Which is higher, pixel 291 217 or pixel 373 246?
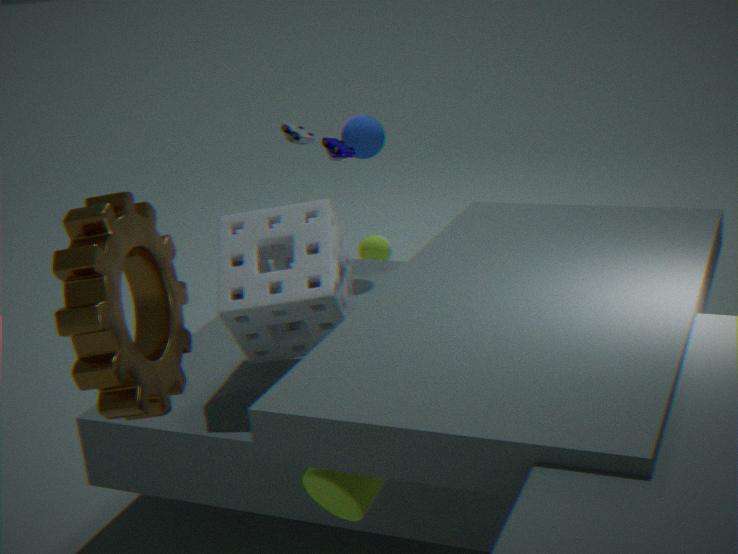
pixel 291 217
